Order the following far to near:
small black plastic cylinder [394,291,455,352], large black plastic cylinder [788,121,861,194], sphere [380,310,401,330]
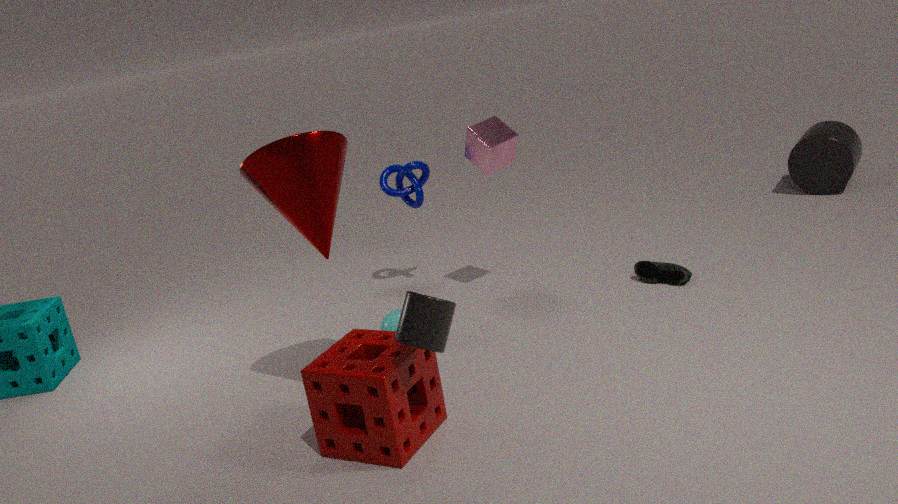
large black plastic cylinder [788,121,861,194], sphere [380,310,401,330], small black plastic cylinder [394,291,455,352]
